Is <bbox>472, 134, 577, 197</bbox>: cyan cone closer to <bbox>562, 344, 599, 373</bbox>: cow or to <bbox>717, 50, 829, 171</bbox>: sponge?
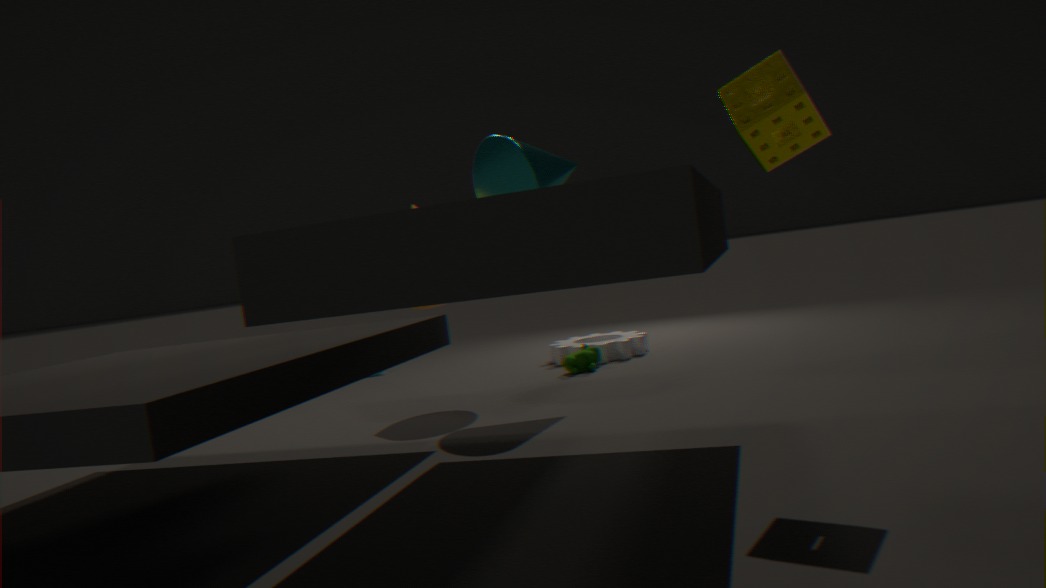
<bbox>562, 344, 599, 373</bbox>: cow
